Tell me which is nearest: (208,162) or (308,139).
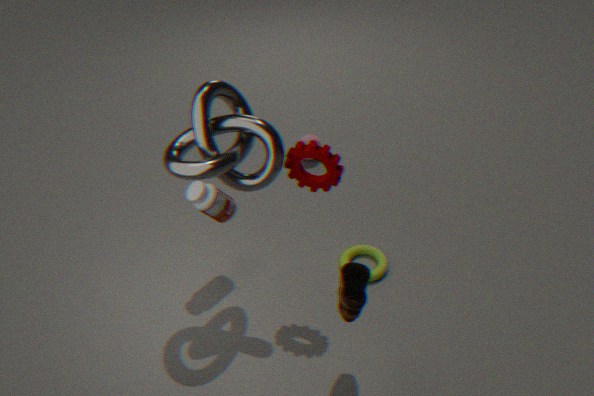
(208,162)
